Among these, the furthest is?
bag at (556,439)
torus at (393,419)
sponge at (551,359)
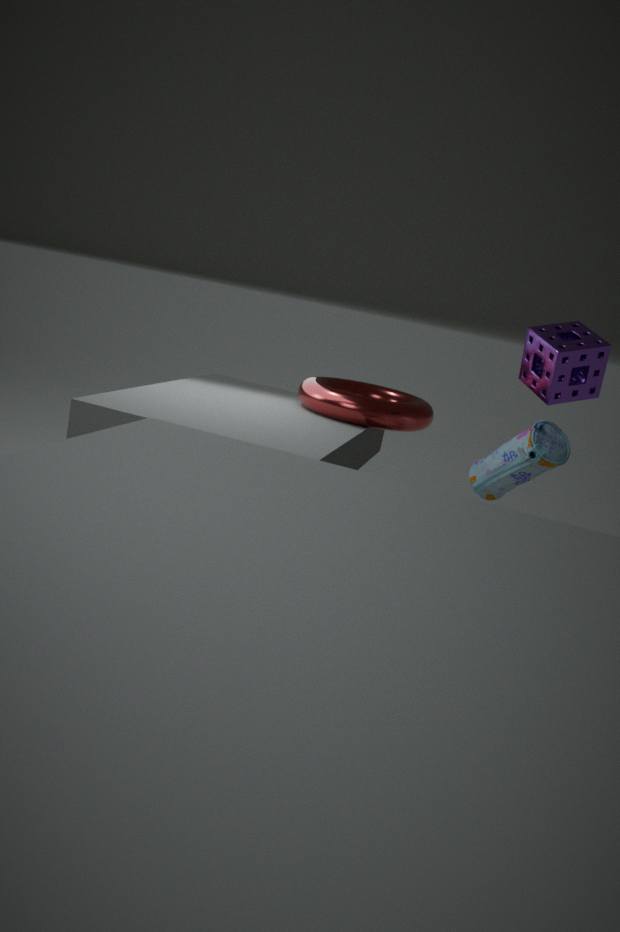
torus at (393,419)
